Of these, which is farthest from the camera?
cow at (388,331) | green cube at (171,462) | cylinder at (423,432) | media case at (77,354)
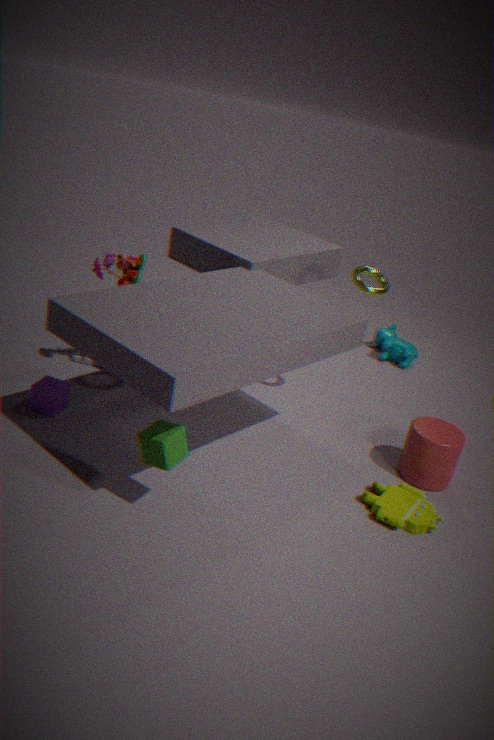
cow at (388,331)
